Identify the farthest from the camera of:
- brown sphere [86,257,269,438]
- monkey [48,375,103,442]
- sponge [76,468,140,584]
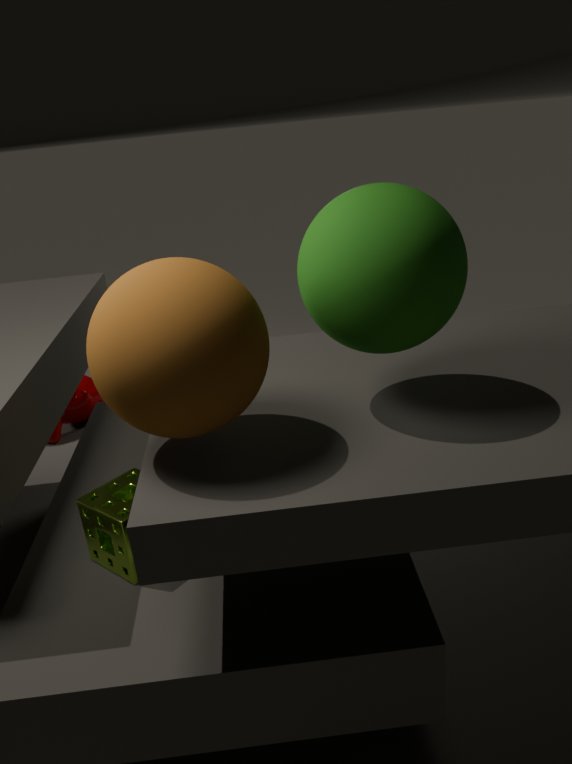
monkey [48,375,103,442]
